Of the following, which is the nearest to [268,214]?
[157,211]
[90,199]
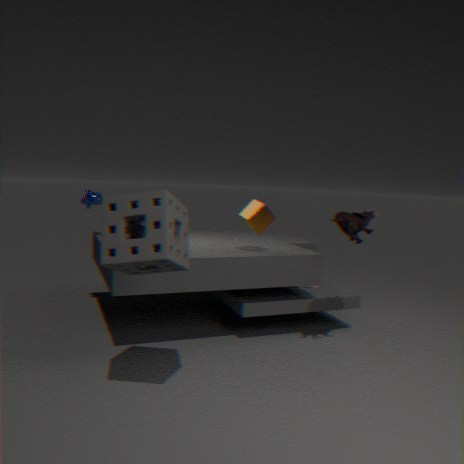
[157,211]
